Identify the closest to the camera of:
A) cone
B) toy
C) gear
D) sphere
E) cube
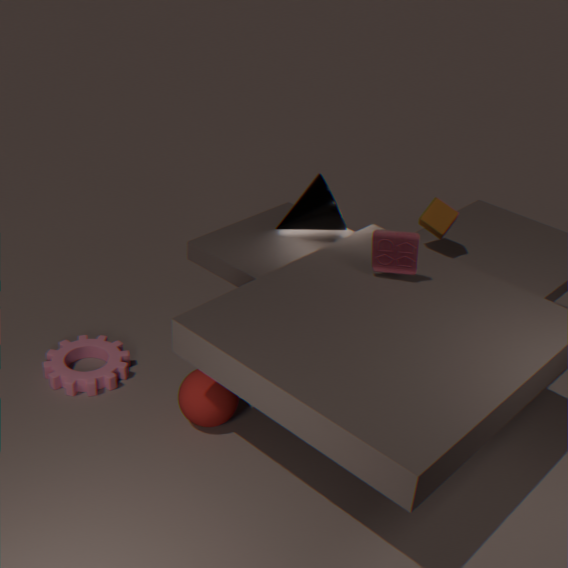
toy
